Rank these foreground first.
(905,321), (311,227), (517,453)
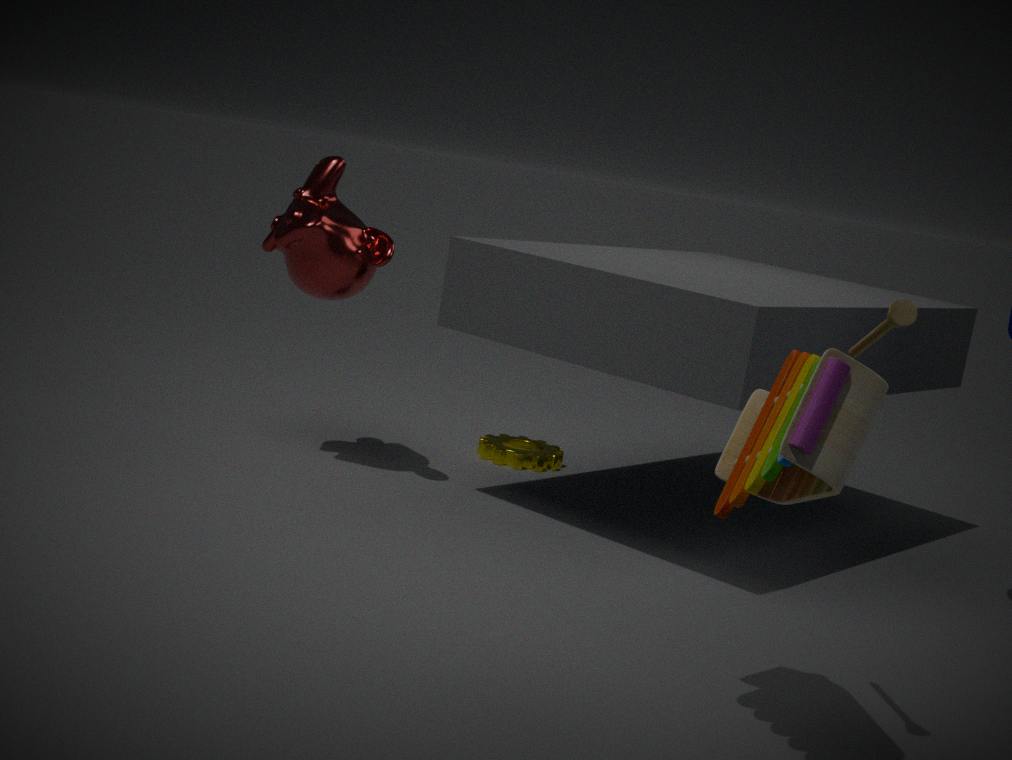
(905,321)
(311,227)
(517,453)
